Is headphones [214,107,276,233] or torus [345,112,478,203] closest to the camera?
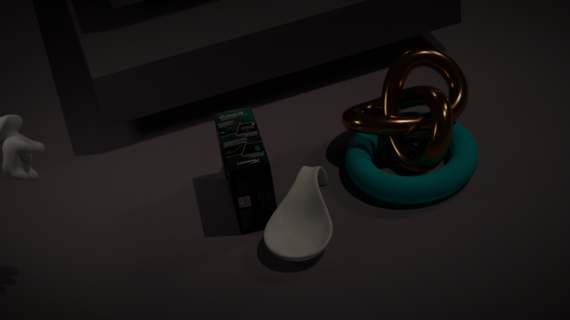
headphones [214,107,276,233]
